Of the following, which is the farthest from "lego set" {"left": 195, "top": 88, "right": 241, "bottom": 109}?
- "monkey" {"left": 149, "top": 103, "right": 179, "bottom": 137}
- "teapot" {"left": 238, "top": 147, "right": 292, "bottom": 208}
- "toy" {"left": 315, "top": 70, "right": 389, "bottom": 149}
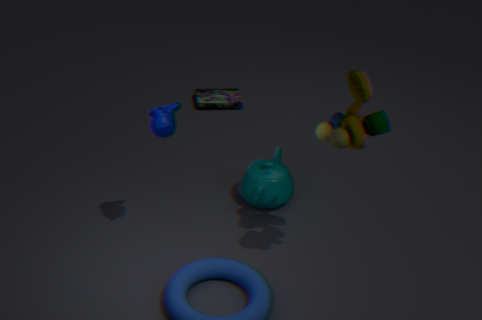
"toy" {"left": 315, "top": 70, "right": 389, "bottom": 149}
